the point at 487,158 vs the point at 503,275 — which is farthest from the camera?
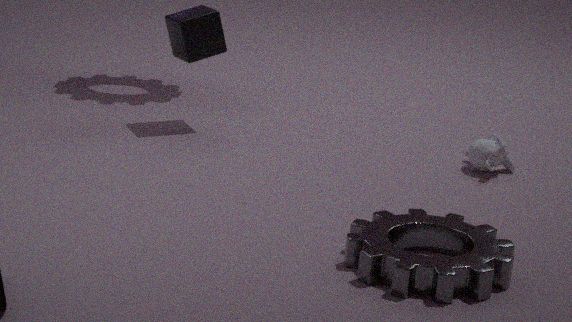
the point at 487,158
